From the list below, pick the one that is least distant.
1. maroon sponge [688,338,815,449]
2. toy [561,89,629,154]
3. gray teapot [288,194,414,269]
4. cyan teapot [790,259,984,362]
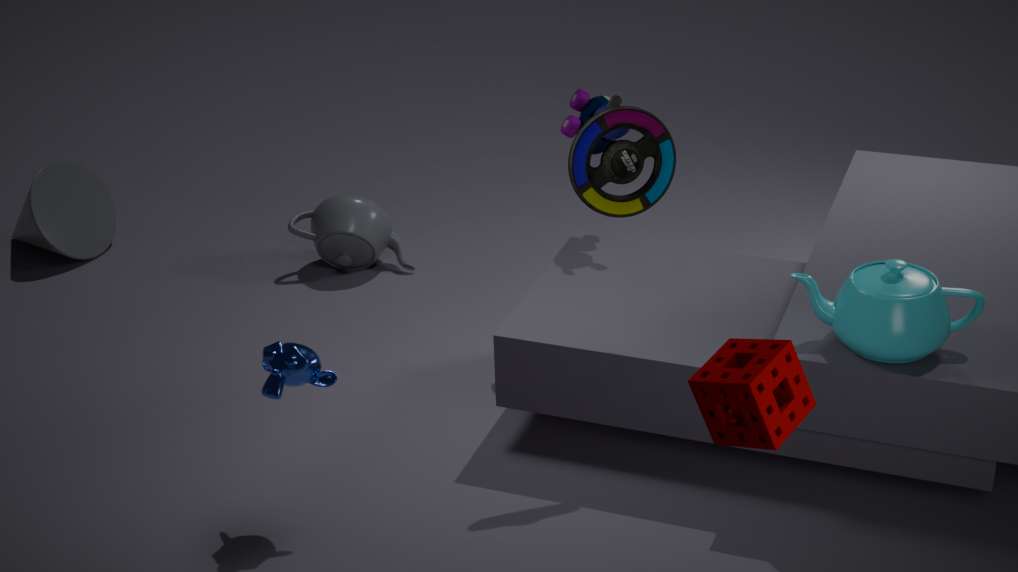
maroon sponge [688,338,815,449]
